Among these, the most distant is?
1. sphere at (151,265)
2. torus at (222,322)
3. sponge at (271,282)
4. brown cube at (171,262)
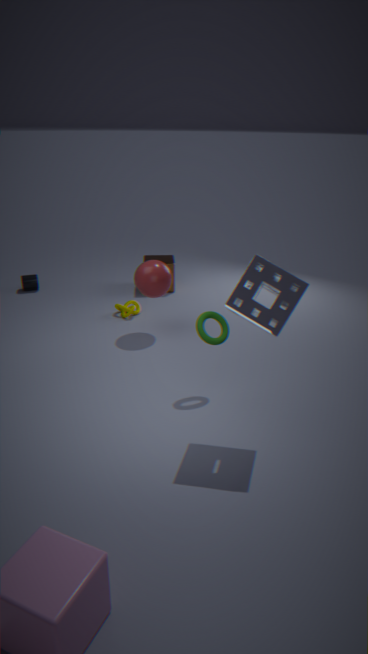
brown cube at (171,262)
